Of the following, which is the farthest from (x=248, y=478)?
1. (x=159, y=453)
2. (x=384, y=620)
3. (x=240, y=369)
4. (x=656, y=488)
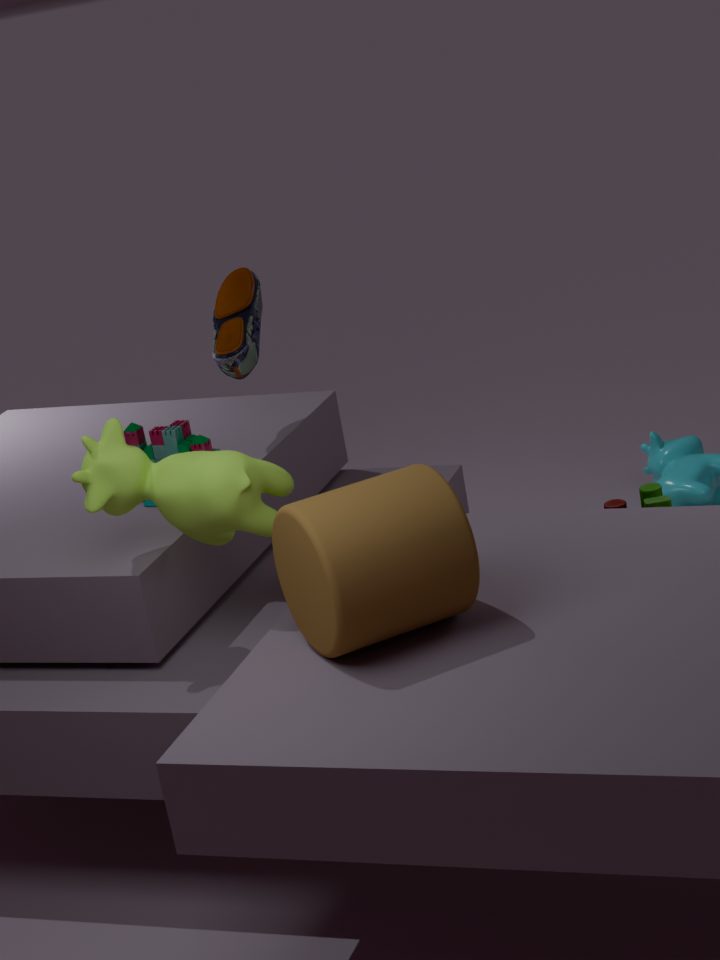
(x=656, y=488)
